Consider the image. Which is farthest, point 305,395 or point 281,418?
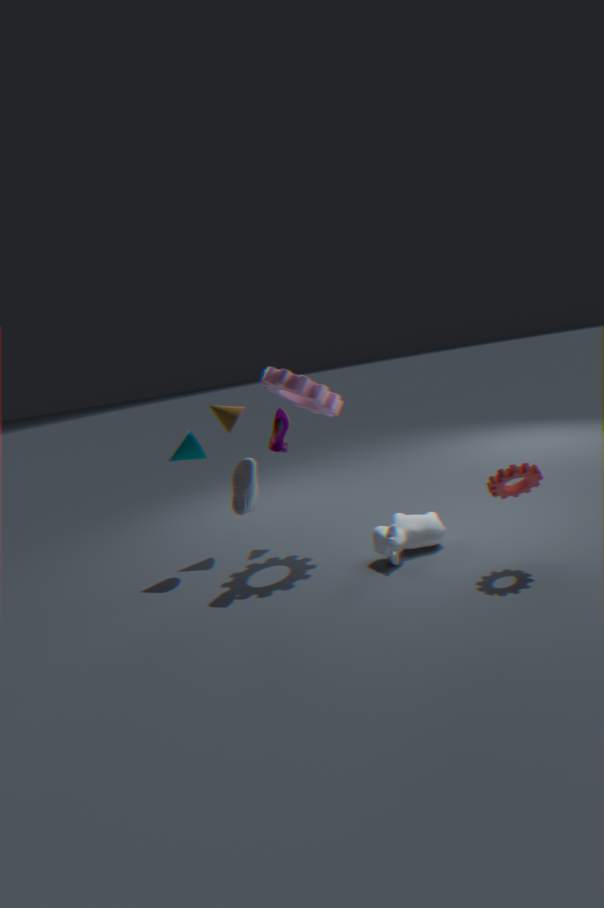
point 281,418
